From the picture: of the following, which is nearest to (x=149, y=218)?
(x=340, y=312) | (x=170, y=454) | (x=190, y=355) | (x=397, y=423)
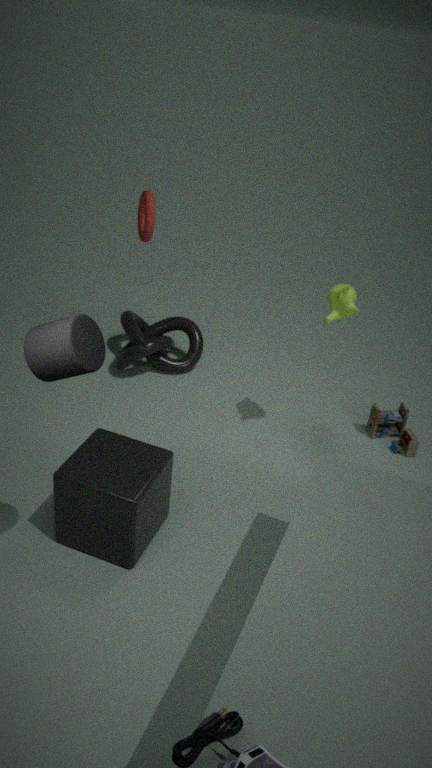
(x=190, y=355)
